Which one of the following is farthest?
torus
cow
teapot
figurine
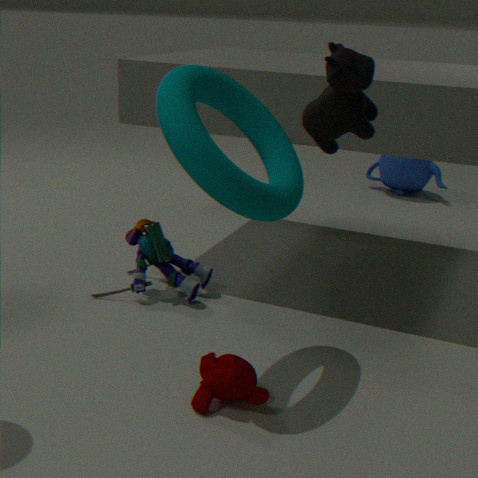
teapot
